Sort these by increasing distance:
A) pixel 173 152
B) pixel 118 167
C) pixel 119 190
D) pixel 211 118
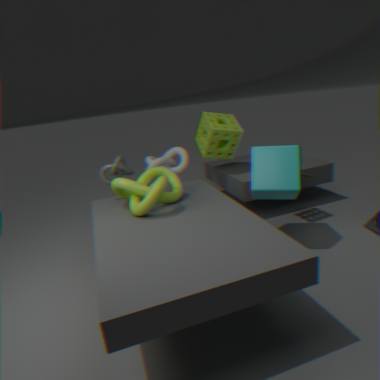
pixel 119 190
pixel 118 167
pixel 211 118
pixel 173 152
